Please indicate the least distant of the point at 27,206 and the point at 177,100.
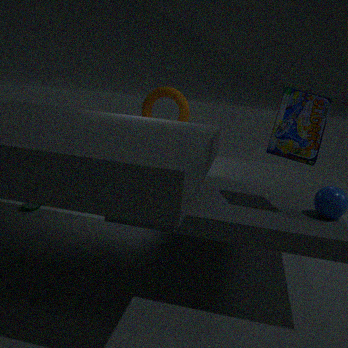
the point at 27,206
